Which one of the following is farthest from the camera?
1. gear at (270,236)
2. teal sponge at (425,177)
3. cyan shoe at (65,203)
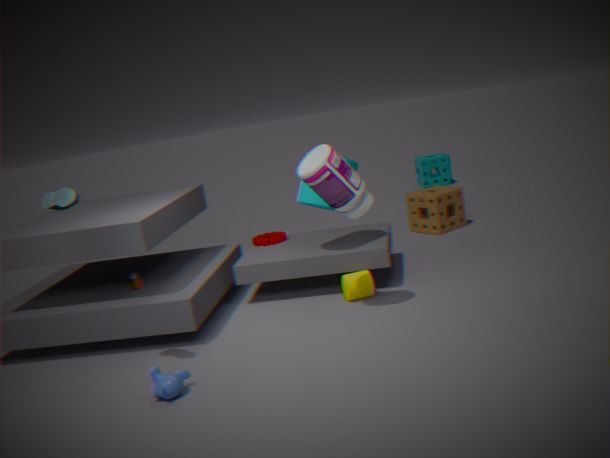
teal sponge at (425,177)
